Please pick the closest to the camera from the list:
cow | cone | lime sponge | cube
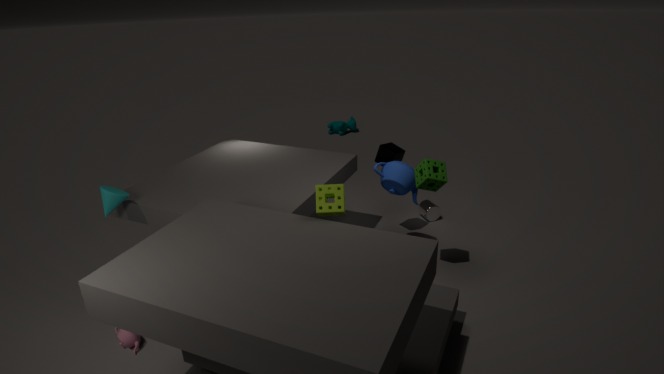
lime sponge
